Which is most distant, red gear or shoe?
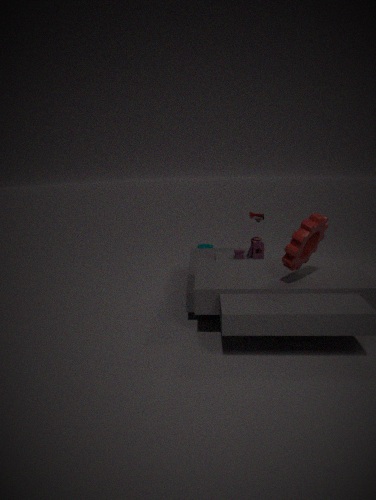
shoe
